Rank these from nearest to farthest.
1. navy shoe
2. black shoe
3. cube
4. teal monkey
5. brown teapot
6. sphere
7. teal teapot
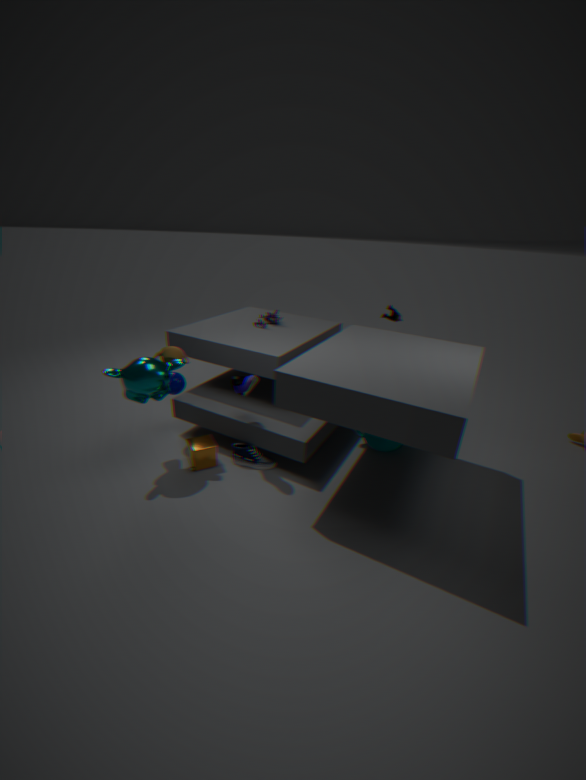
teal monkey
navy shoe
cube
brown teapot
black shoe
sphere
teal teapot
